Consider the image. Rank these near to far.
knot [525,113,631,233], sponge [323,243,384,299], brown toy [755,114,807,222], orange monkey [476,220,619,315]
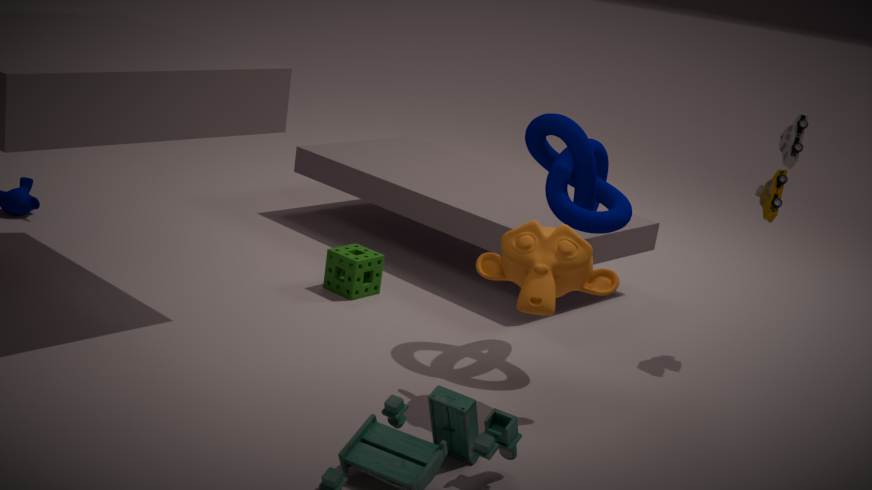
orange monkey [476,220,619,315] < knot [525,113,631,233] < brown toy [755,114,807,222] < sponge [323,243,384,299]
